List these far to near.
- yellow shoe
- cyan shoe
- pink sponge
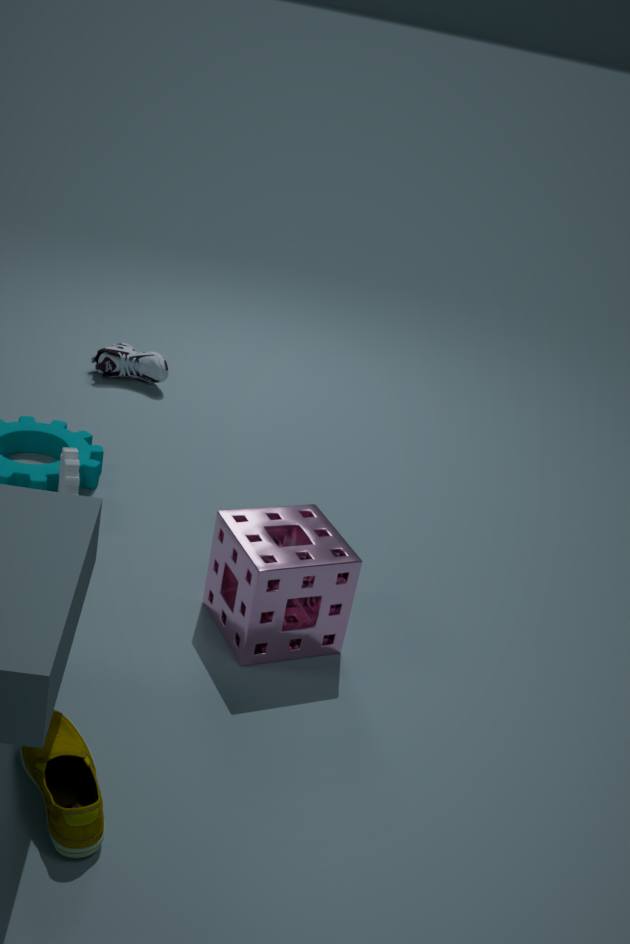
cyan shoe, pink sponge, yellow shoe
